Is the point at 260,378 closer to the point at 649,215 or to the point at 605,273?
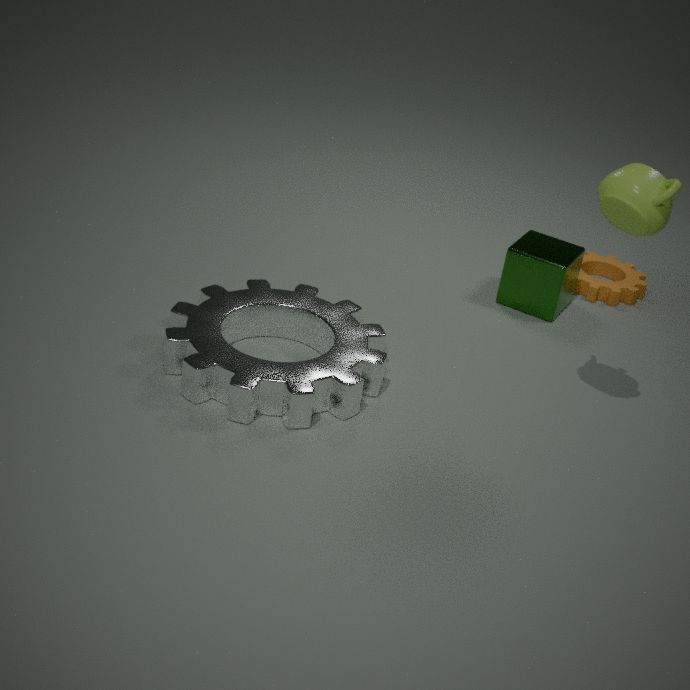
the point at 649,215
